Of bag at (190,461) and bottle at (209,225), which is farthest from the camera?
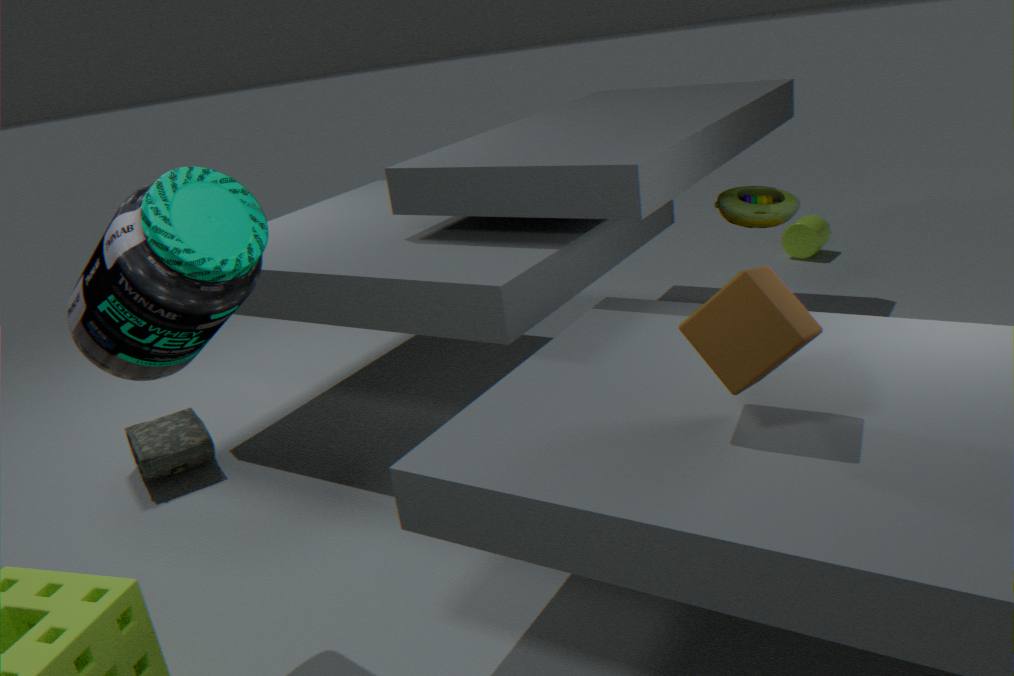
bag at (190,461)
